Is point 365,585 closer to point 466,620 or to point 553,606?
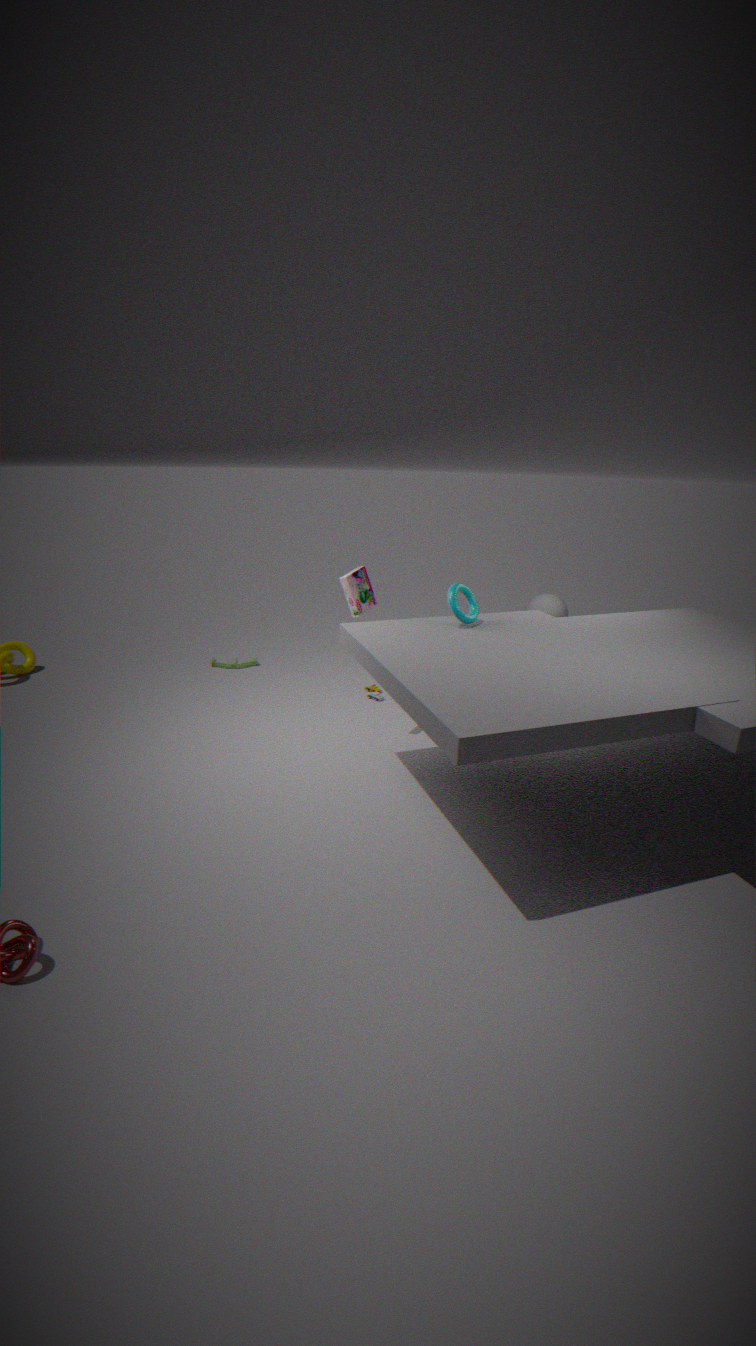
point 466,620
